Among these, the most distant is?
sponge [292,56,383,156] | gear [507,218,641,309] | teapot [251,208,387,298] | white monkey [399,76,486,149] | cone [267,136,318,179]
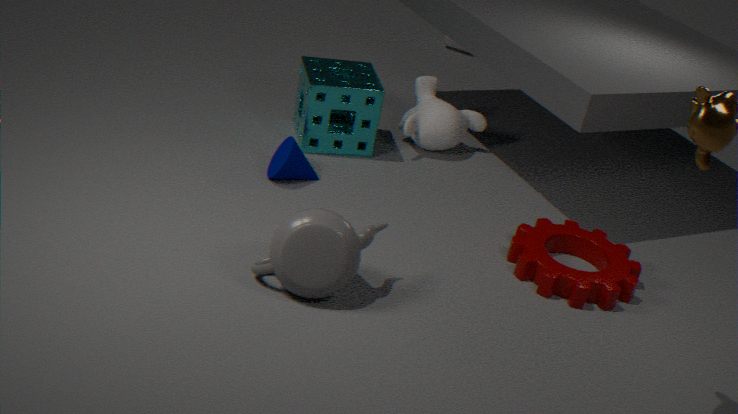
white monkey [399,76,486,149]
